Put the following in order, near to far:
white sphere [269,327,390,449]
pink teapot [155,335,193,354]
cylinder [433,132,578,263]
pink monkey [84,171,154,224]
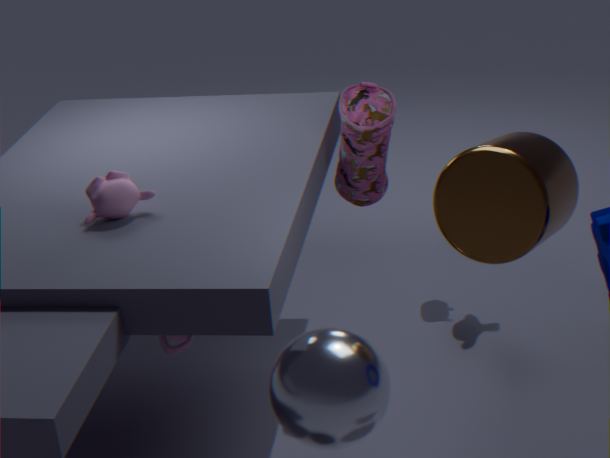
white sphere [269,327,390,449]
cylinder [433,132,578,263]
pink monkey [84,171,154,224]
pink teapot [155,335,193,354]
